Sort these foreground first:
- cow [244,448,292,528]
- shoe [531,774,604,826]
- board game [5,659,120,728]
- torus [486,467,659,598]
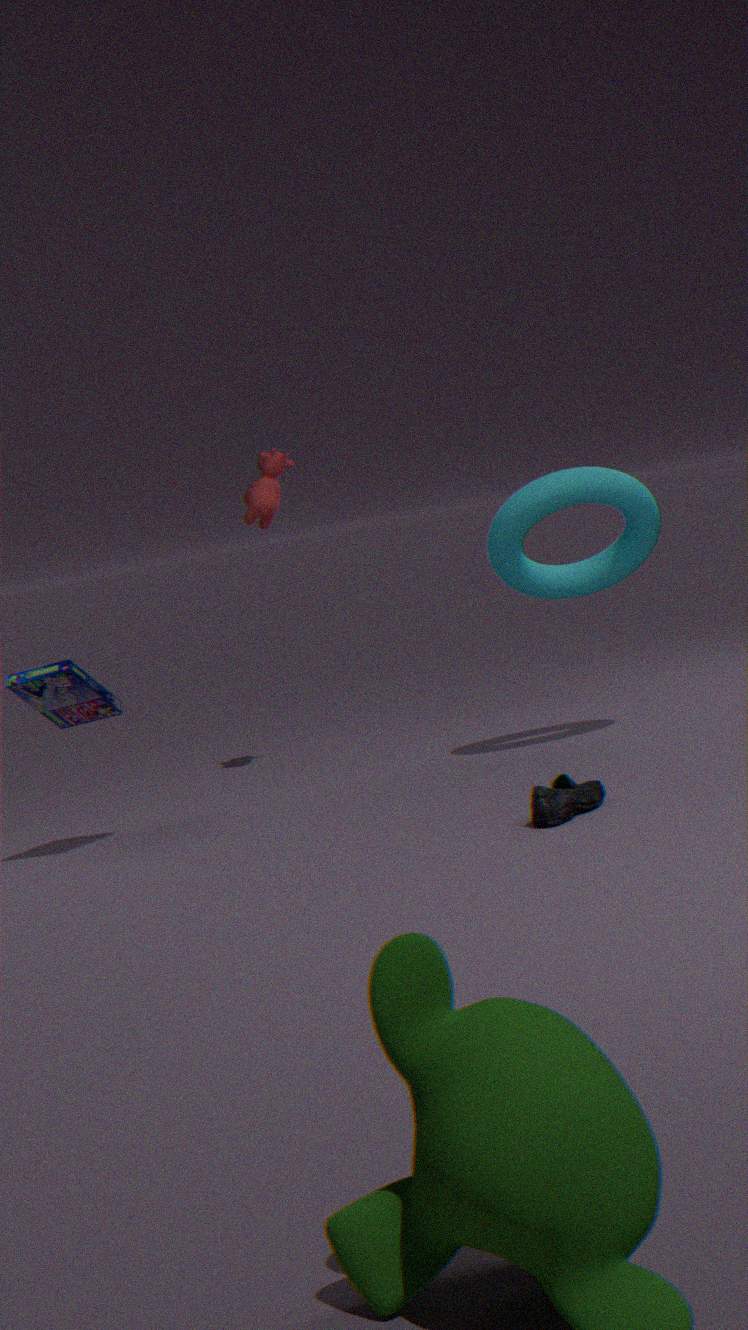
shoe [531,774,604,826] → board game [5,659,120,728] → torus [486,467,659,598] → cow [244,448,292,528]
